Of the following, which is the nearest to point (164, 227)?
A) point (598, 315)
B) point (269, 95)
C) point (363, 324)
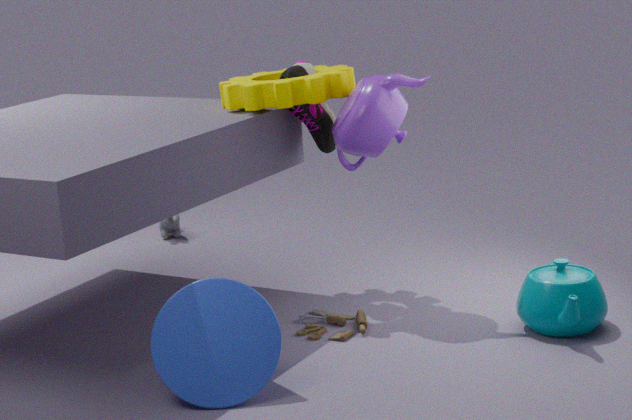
point (269, 95)
